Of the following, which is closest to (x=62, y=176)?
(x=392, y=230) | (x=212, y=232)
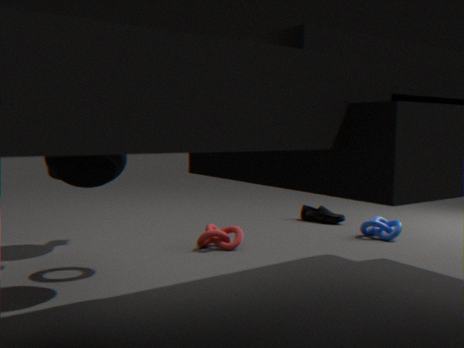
(x=212, y=232)
